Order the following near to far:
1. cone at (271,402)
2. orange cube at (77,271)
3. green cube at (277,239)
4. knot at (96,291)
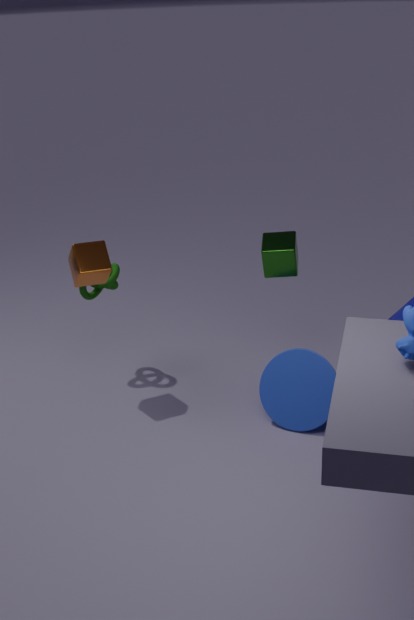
cone at (271,402), orange cube at (77,271), green cube at (277,239), knot at (96,291)
